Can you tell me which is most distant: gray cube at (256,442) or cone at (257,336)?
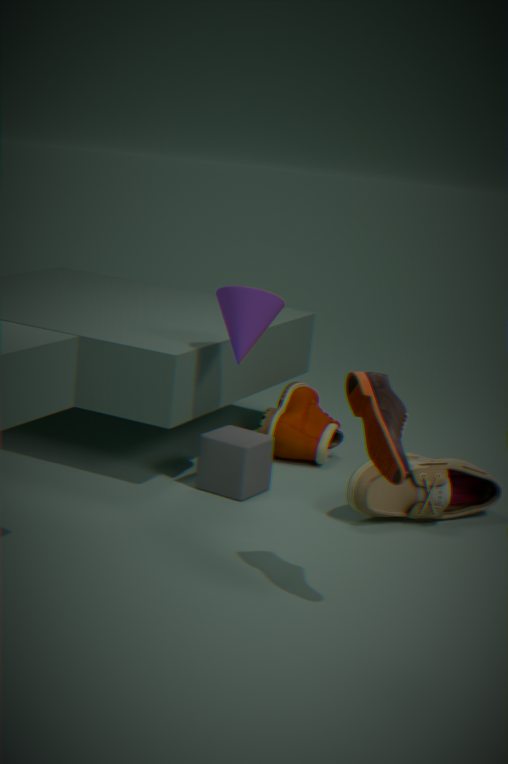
gray cube at (256,442)
